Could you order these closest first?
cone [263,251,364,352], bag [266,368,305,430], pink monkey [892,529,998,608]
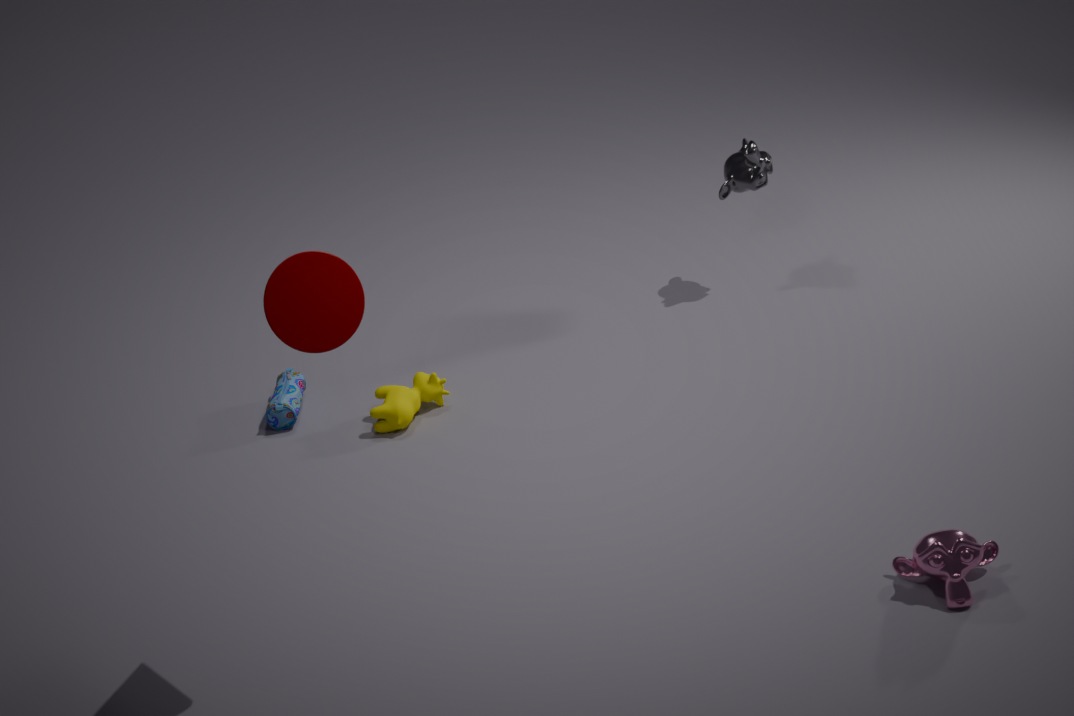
cone [263,251,364,352] → pink monkey [892,529,998,608] → bag [266,368,305,430]
